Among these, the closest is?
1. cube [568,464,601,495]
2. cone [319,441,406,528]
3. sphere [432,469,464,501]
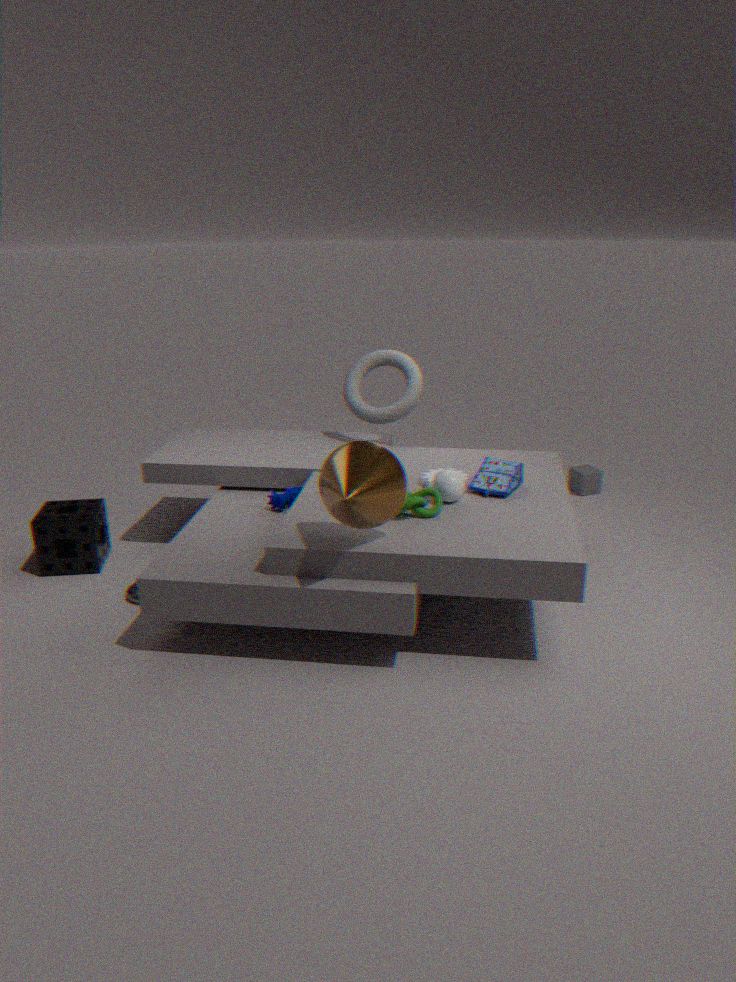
cone [319,441,406,528]
